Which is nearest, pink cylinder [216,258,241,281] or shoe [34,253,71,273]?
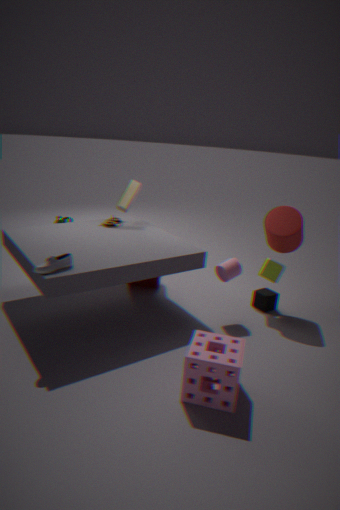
shoe [34,253,71,273]
